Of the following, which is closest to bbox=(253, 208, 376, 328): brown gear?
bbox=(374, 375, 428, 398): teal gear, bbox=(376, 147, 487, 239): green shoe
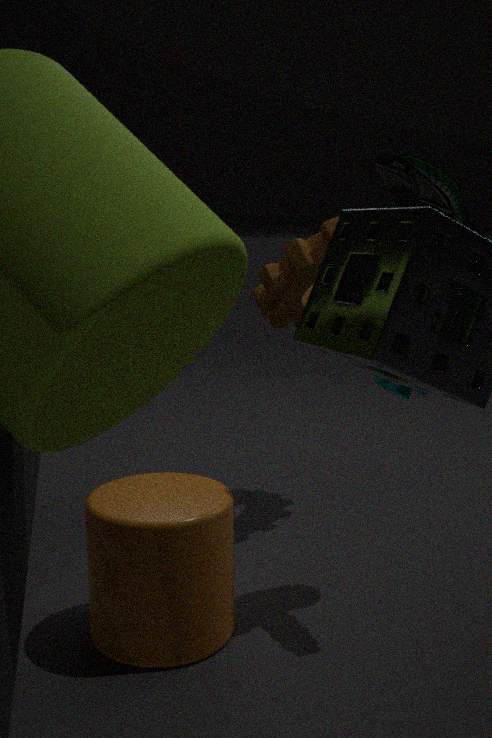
bbox=(376, 147, 487, 239): green shoe
